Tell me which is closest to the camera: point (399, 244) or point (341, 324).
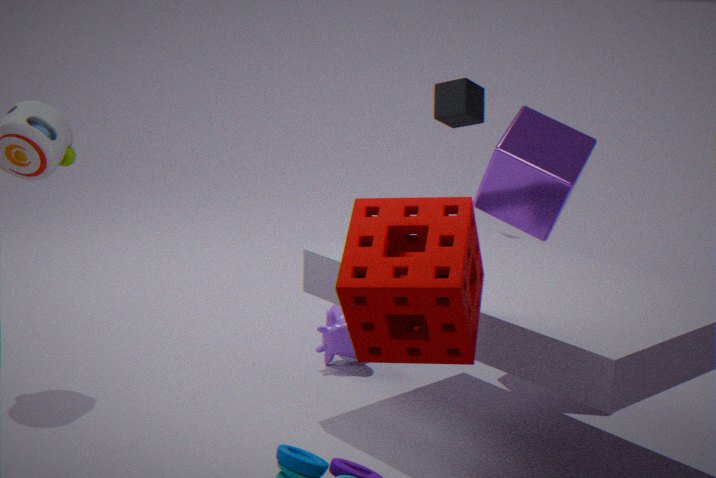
point (399, 244)
